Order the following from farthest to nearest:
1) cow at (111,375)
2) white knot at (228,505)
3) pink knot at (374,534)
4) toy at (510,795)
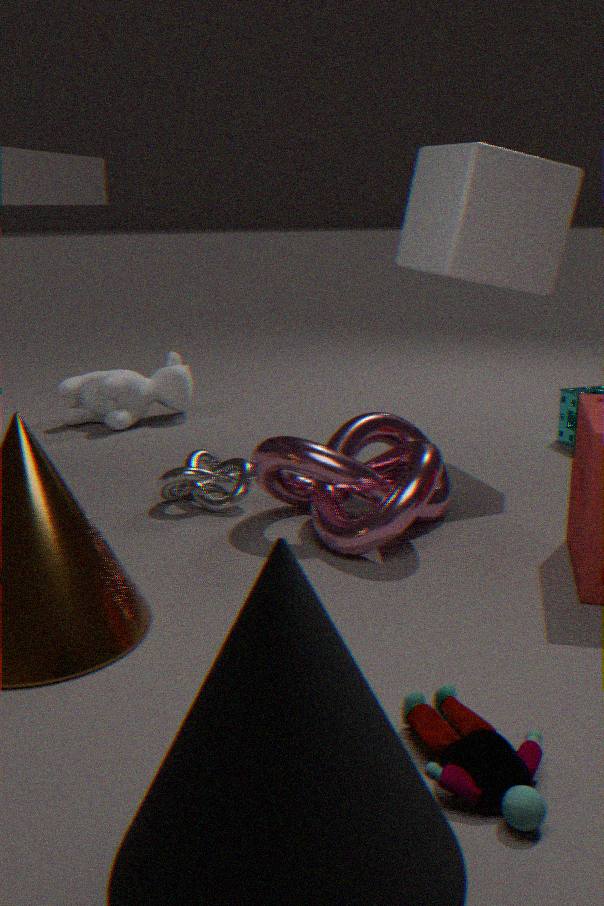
1. 1. cow at (111,375)
2. 2. white knot at (228,505)
3. 3. pink knot at (374,534)
4. 4. toy at (510,795)
